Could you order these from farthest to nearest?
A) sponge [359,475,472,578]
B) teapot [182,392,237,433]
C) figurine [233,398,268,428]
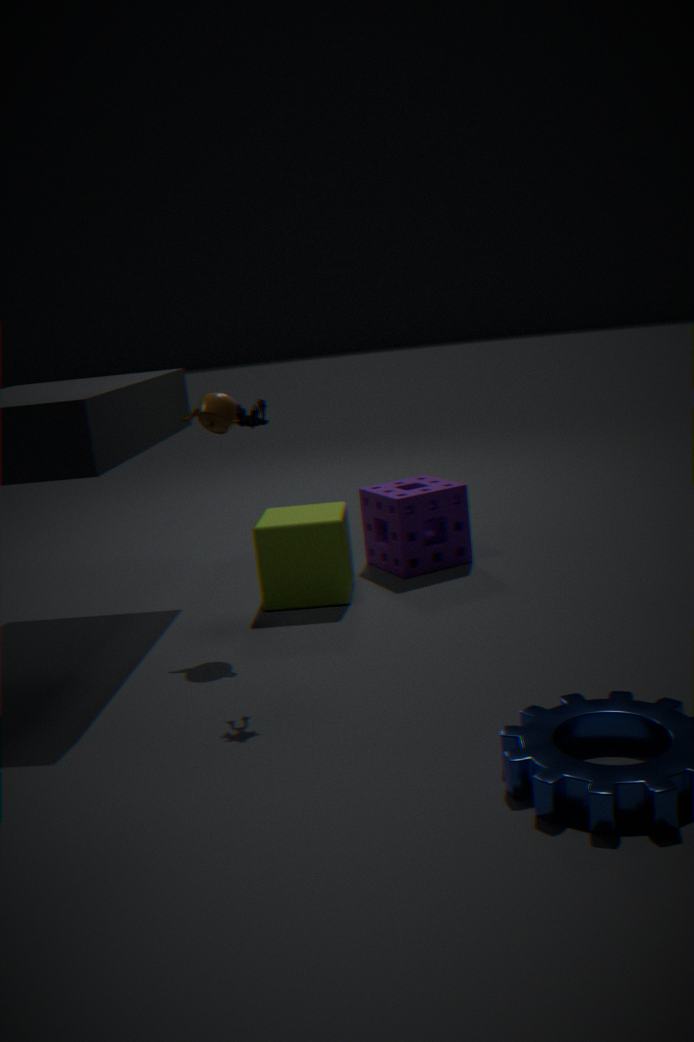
sponge [359,475,472,578] → teapot [182,392,237,433] → figurine [233,398,268,428]
